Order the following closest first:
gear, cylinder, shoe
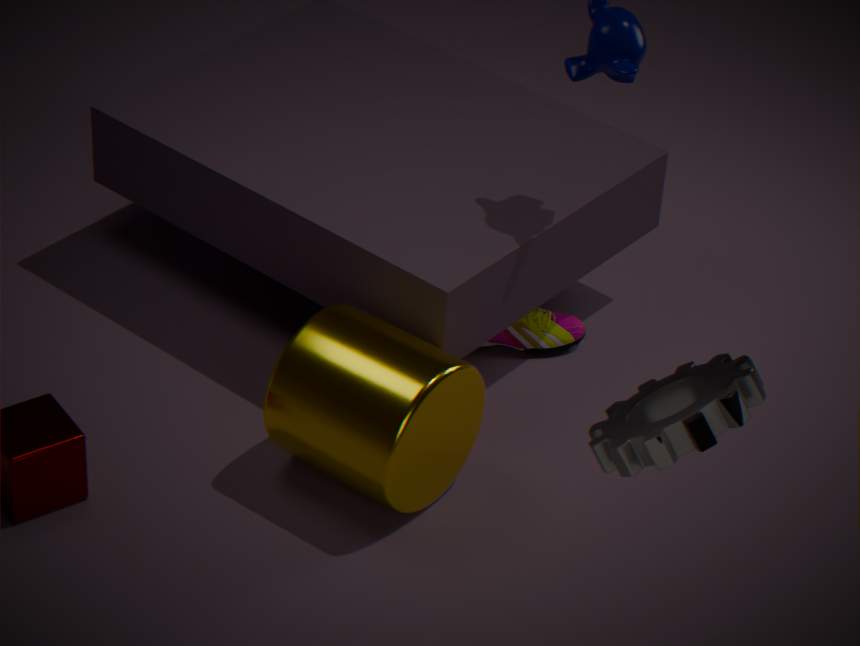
1. gear
2. cylinder
3. shoe
